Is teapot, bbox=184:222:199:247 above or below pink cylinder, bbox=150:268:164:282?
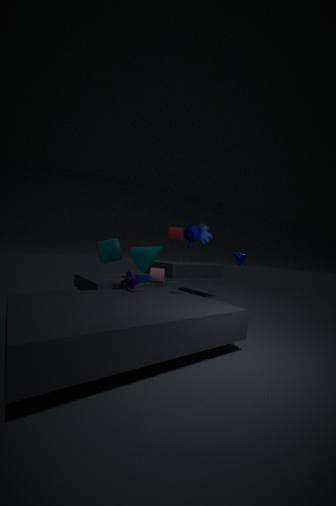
above
